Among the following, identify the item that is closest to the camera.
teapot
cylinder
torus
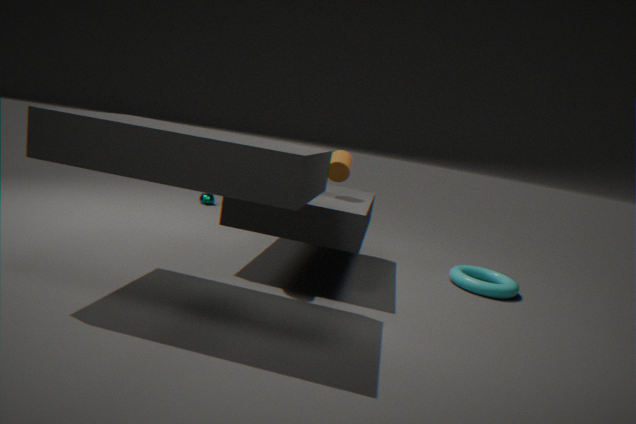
cylinder
